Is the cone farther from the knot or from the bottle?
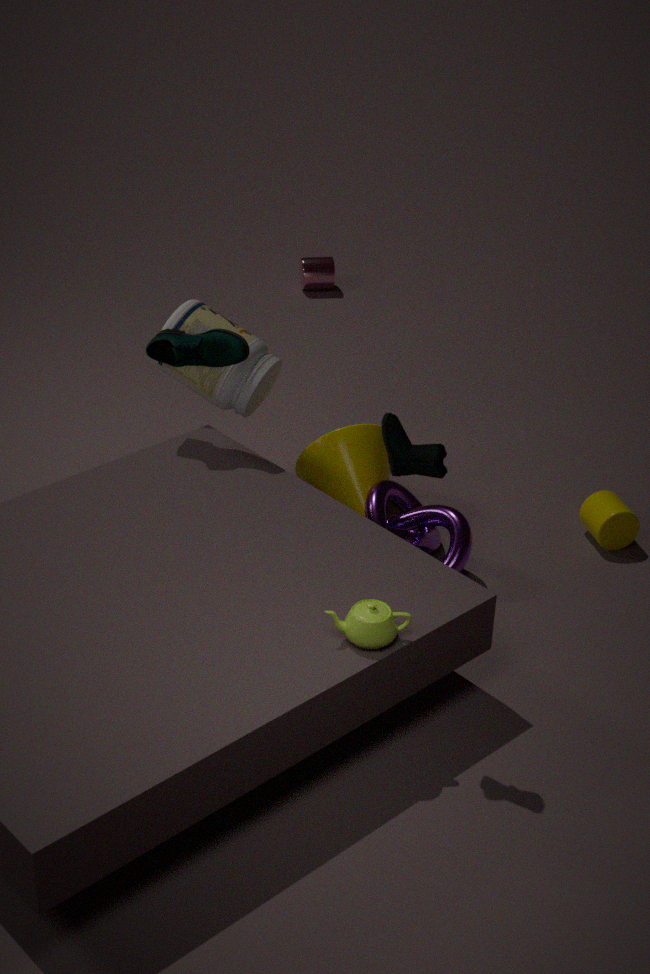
the bottle
